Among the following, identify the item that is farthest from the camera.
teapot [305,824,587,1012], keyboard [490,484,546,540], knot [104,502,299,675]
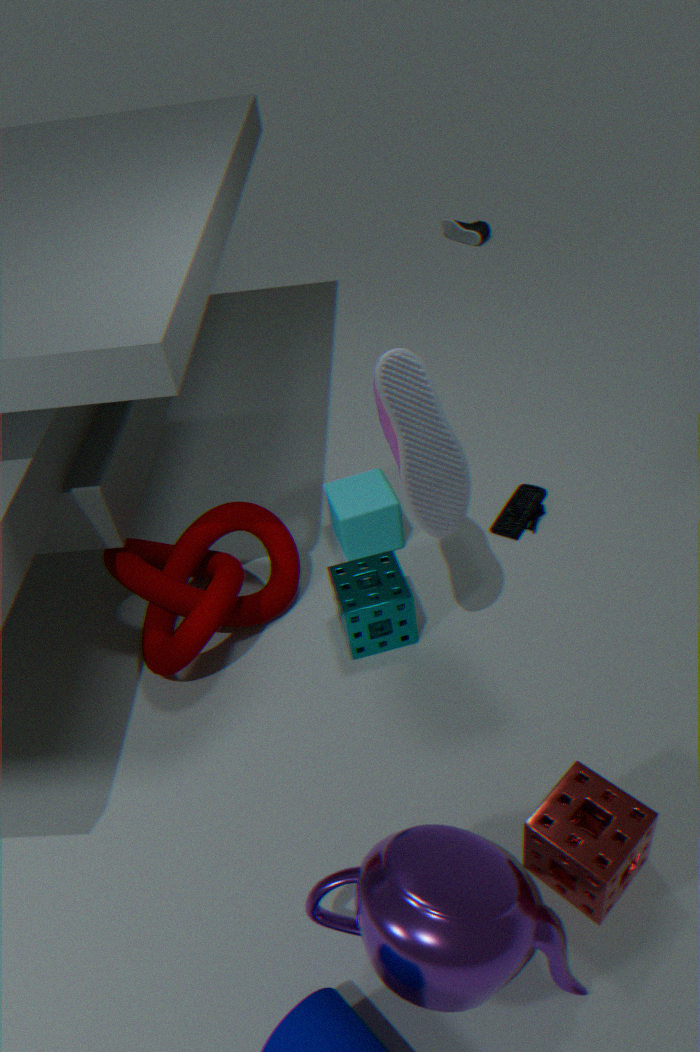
keyboard [490,484,546,540]
